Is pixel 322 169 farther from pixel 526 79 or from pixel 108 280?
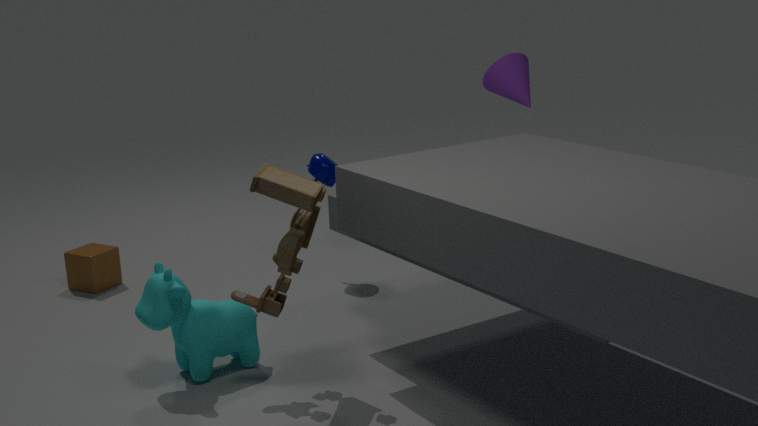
pixel 108 280
